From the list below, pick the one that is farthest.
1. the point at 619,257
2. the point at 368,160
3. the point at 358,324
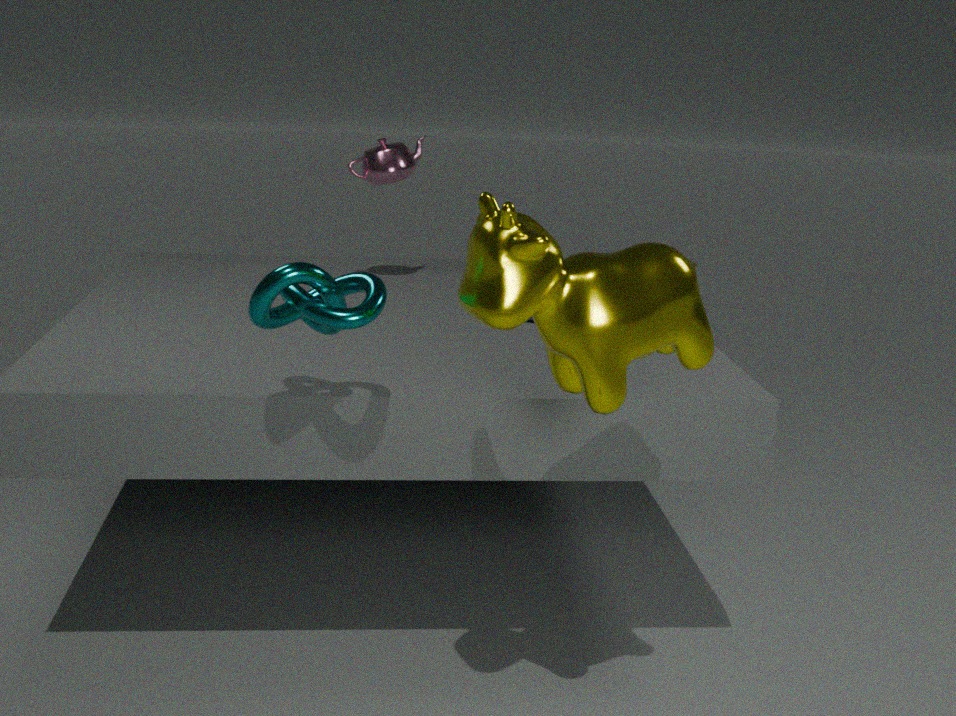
the point at 368,160
